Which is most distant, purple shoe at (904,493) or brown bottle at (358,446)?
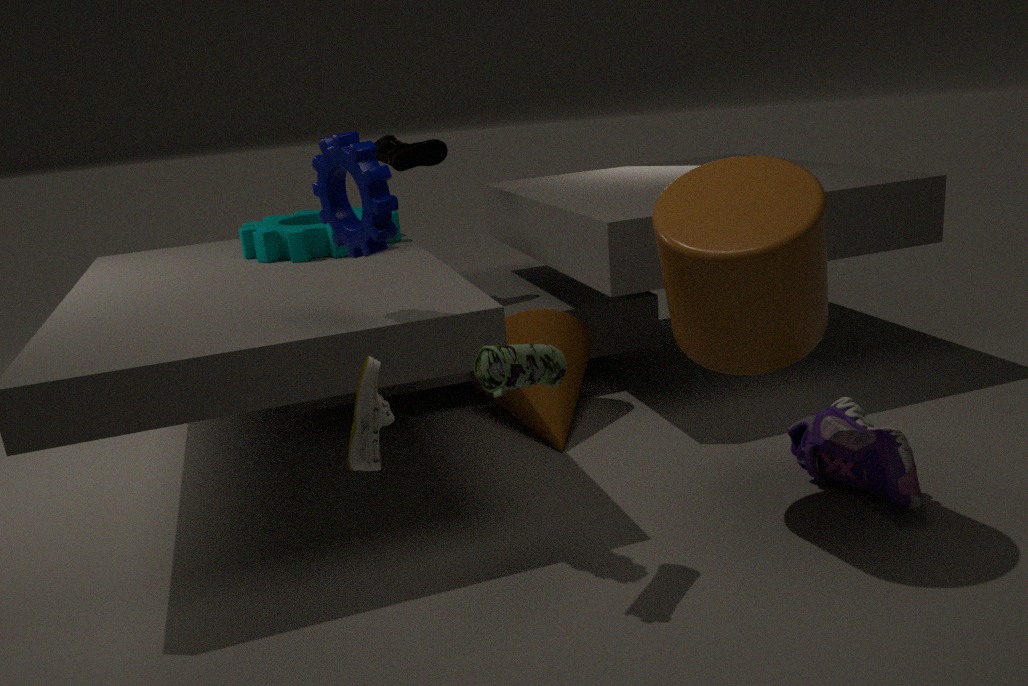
purple shoe at (904,493)
